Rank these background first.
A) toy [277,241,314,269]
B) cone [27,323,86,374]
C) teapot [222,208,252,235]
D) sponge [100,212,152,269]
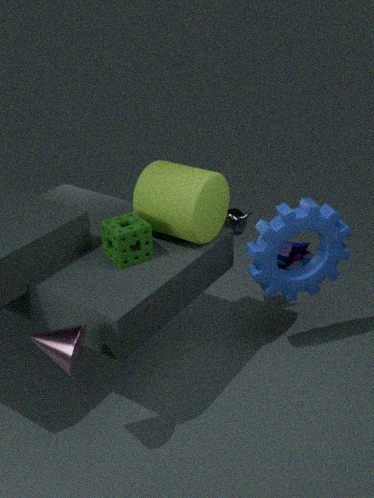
toy [277,241,314,269], teapot [222,208,252,235], sponge [100,212,152,269], cone [27,323,86,374]
